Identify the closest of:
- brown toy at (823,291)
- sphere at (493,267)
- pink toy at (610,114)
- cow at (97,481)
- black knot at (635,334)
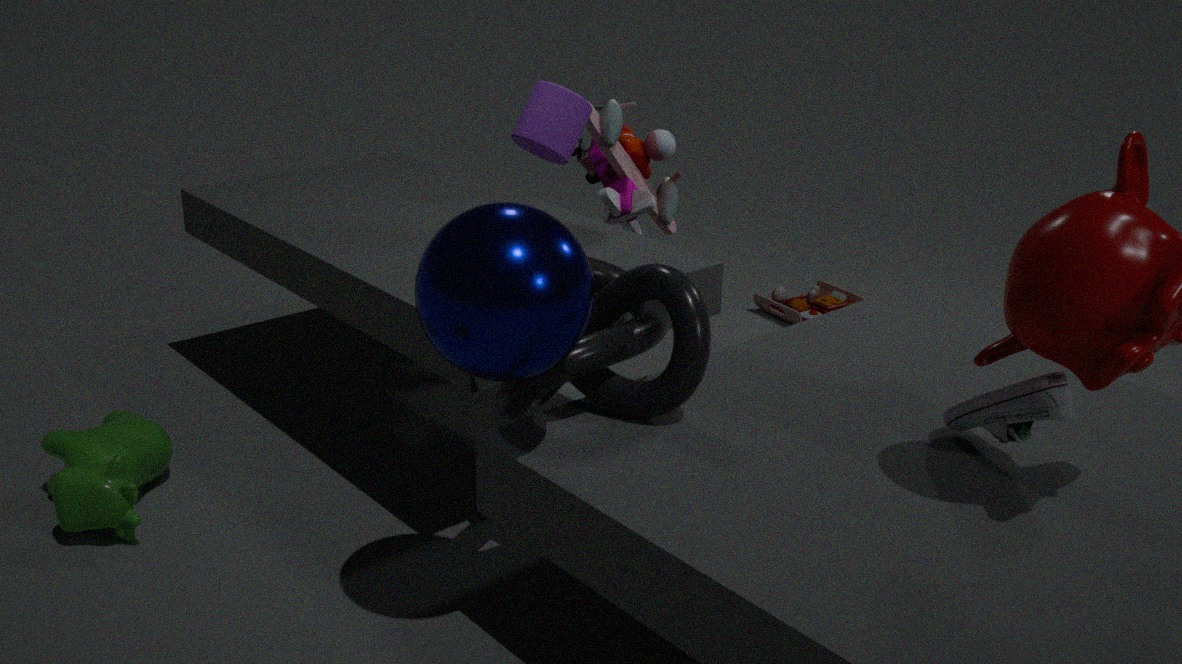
sphere at (493,267)
